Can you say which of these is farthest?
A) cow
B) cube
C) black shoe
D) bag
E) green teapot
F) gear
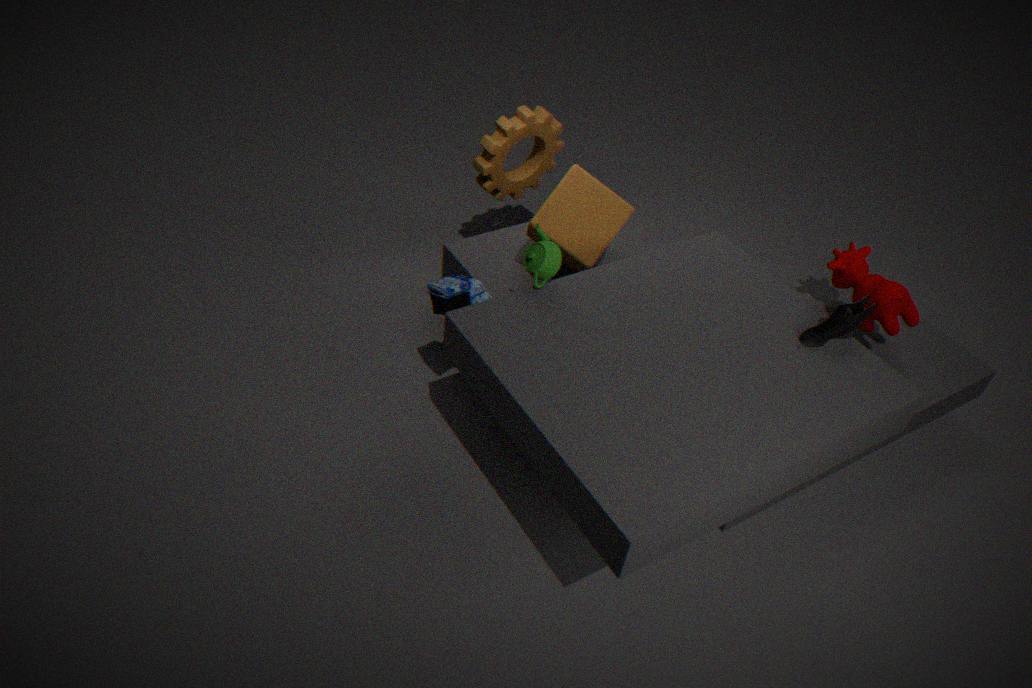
gear
